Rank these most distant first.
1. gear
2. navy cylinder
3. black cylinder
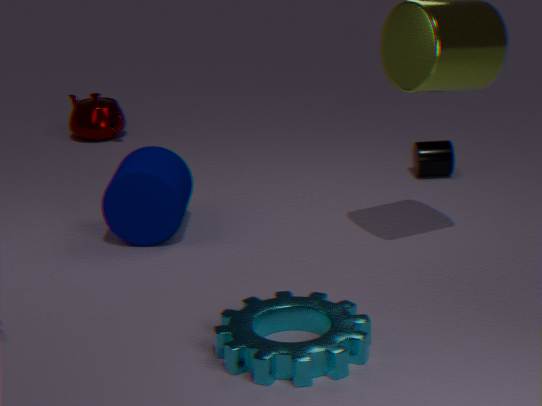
1. black cylinder
2. navy cylinder
3. gear
